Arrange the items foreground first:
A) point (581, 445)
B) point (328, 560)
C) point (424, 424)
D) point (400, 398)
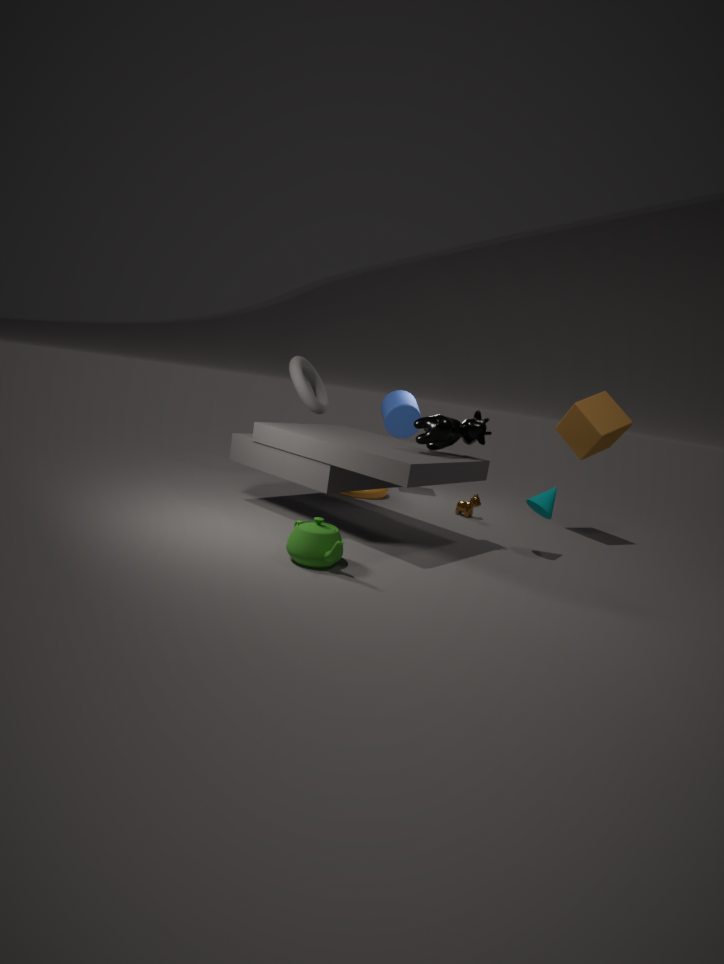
point (328, 560), point (424, 424), point (581, 445), point (400, 398)
